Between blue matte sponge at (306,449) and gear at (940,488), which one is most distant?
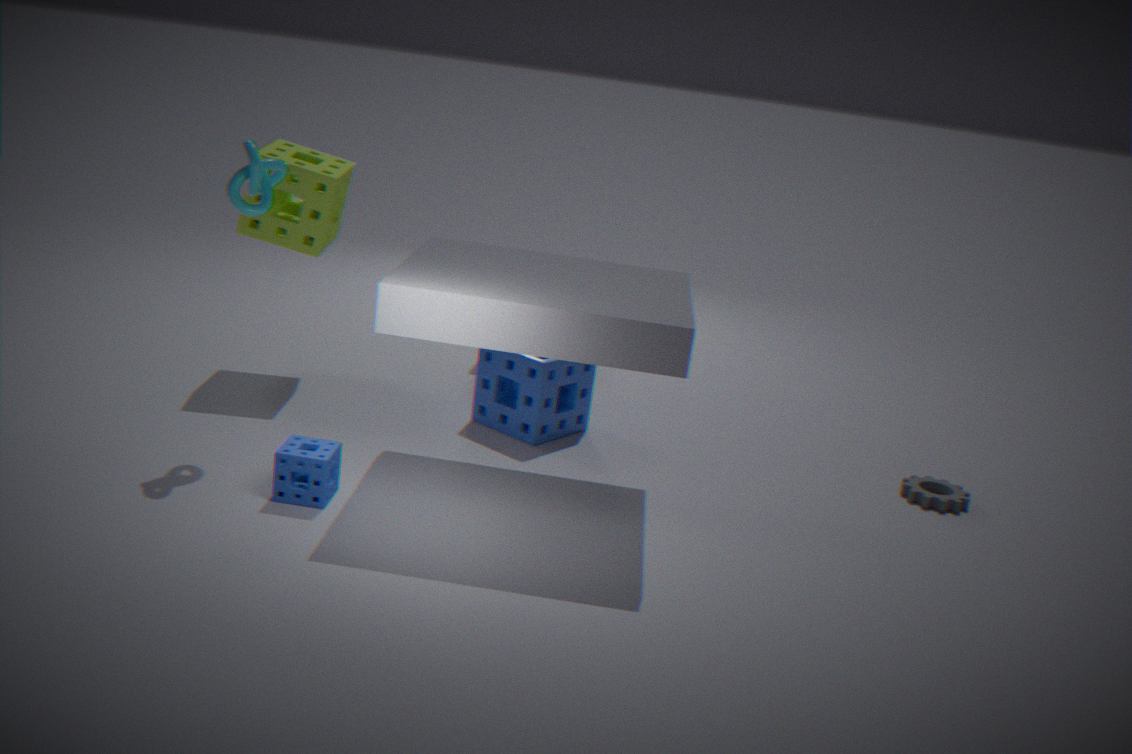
gear at (940,488)
